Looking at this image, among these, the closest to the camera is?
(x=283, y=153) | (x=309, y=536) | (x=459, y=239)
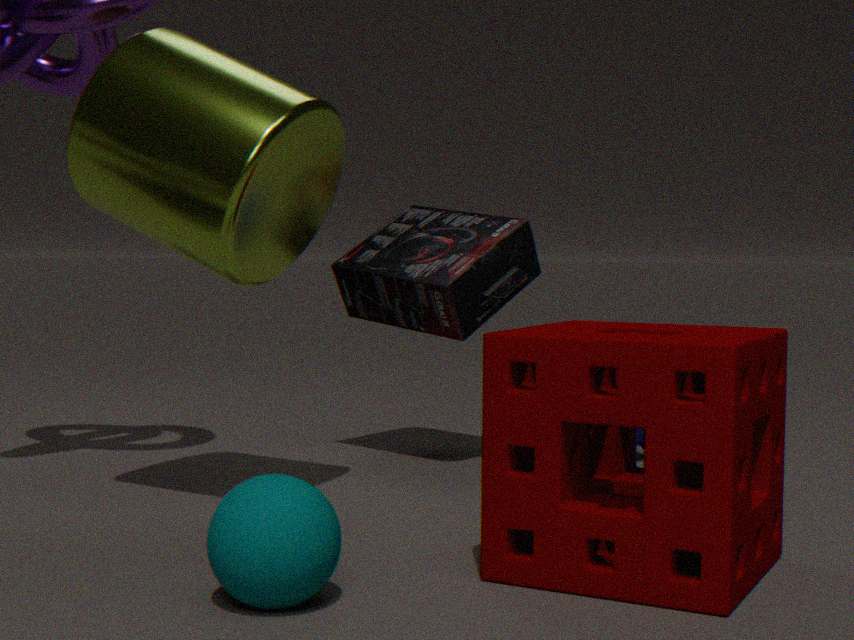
(x=309, y=536)
